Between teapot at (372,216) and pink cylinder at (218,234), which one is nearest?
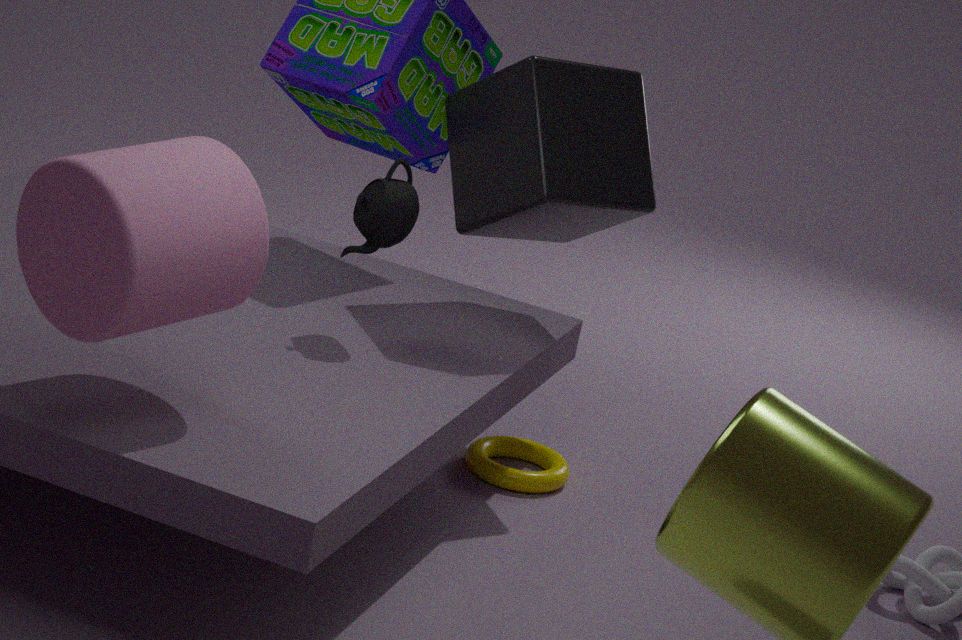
pink cylinder at (218,234)
